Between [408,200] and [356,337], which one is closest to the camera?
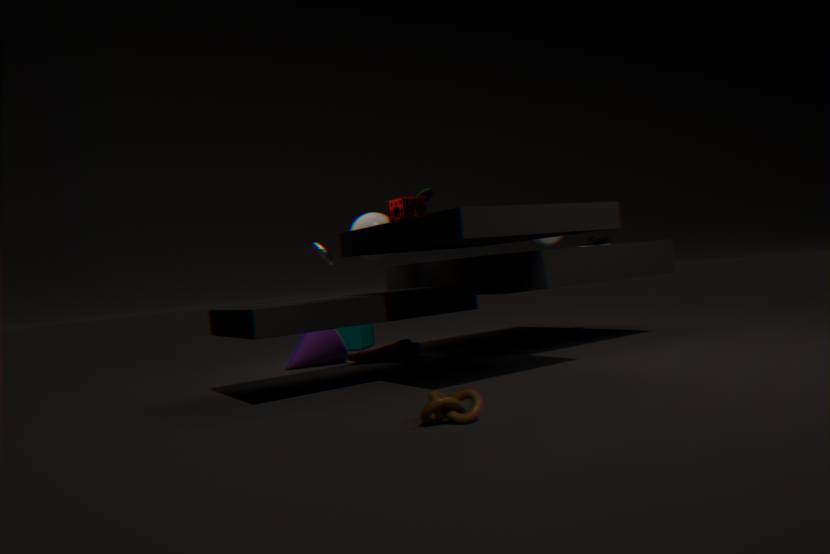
[408,200]
